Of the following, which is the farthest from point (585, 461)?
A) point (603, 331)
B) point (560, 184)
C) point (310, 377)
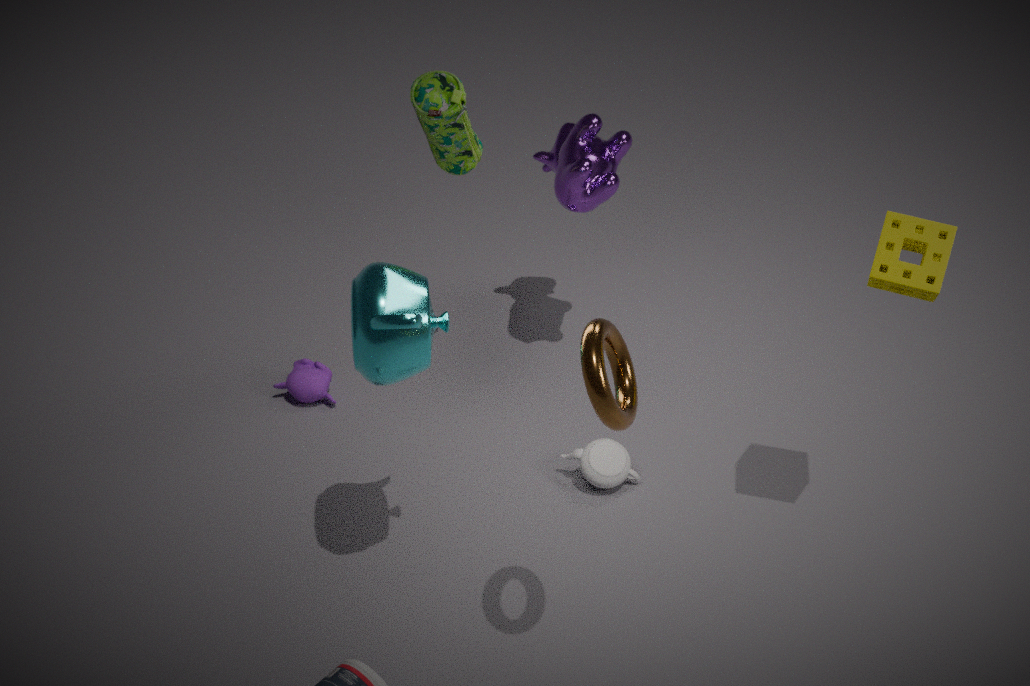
point (603, 331)
